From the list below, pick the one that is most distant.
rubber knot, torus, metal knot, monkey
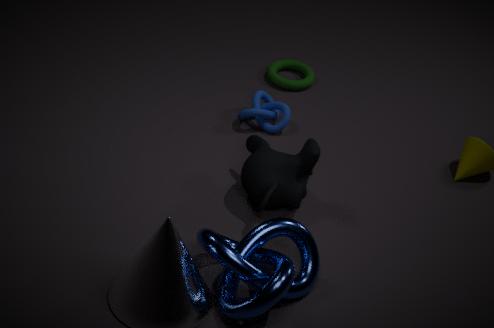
torus
